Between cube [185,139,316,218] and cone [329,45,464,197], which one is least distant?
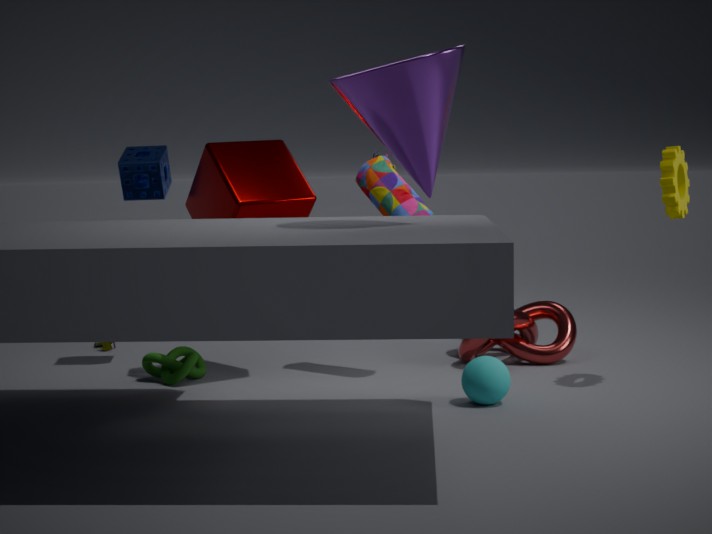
cone [329,45,464,197]
